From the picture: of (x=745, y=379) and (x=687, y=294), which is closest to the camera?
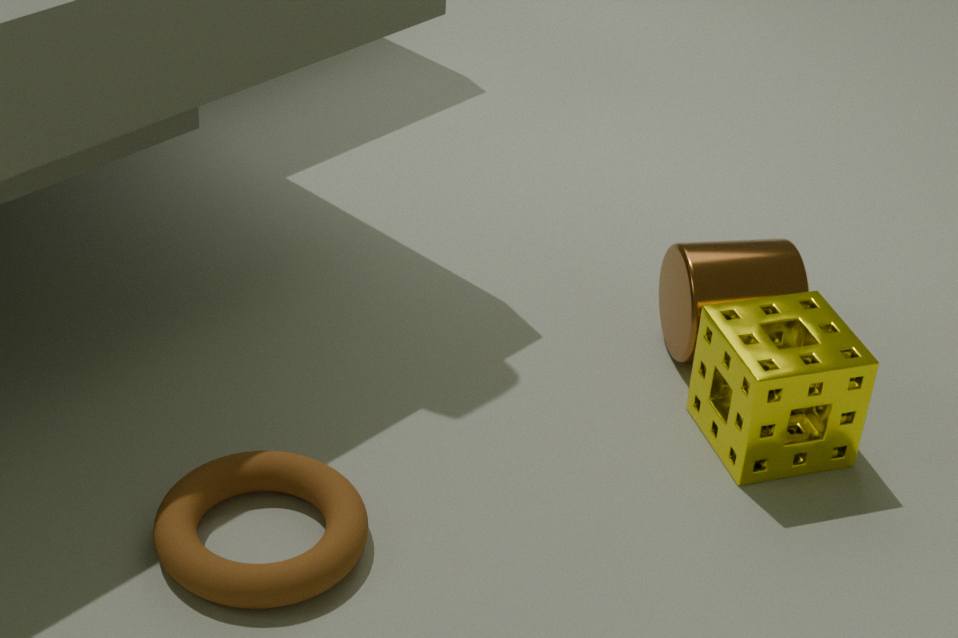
(x=745, y=379)
